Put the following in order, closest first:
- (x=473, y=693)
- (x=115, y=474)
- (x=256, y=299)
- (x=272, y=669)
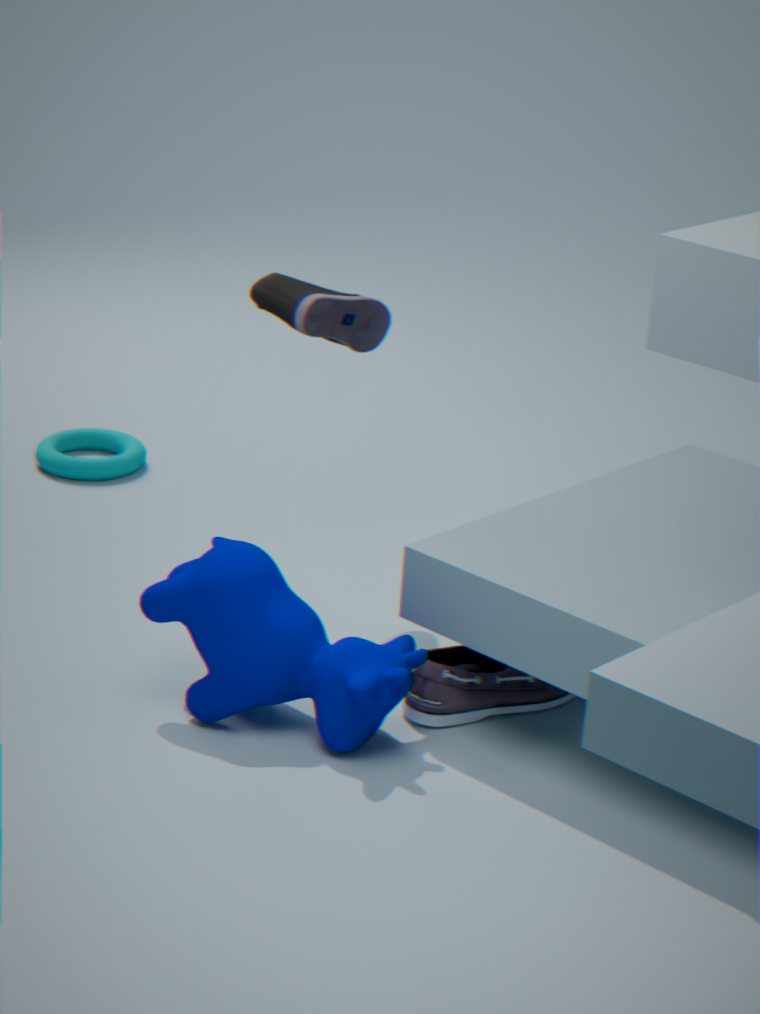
(x=272, y=669) < (x=473, y=693) < (x=256, y=299) < (x=115, y=474)
